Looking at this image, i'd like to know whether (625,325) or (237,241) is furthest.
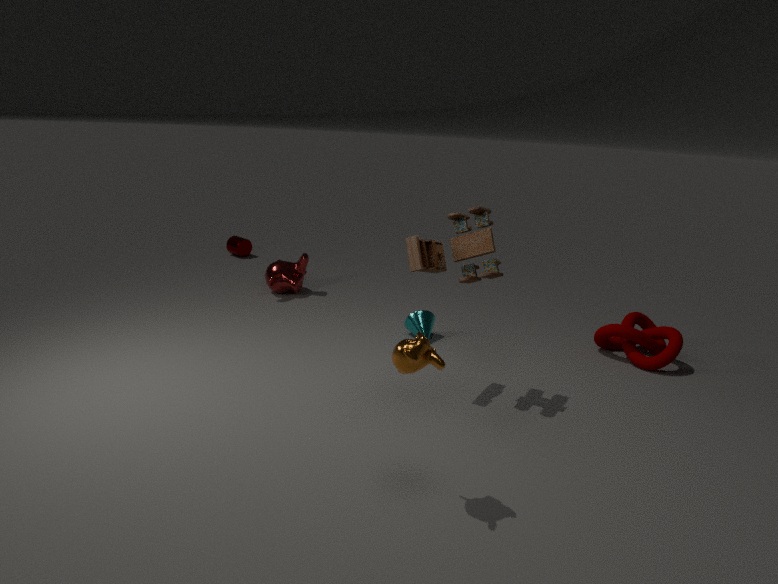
(237,241)
